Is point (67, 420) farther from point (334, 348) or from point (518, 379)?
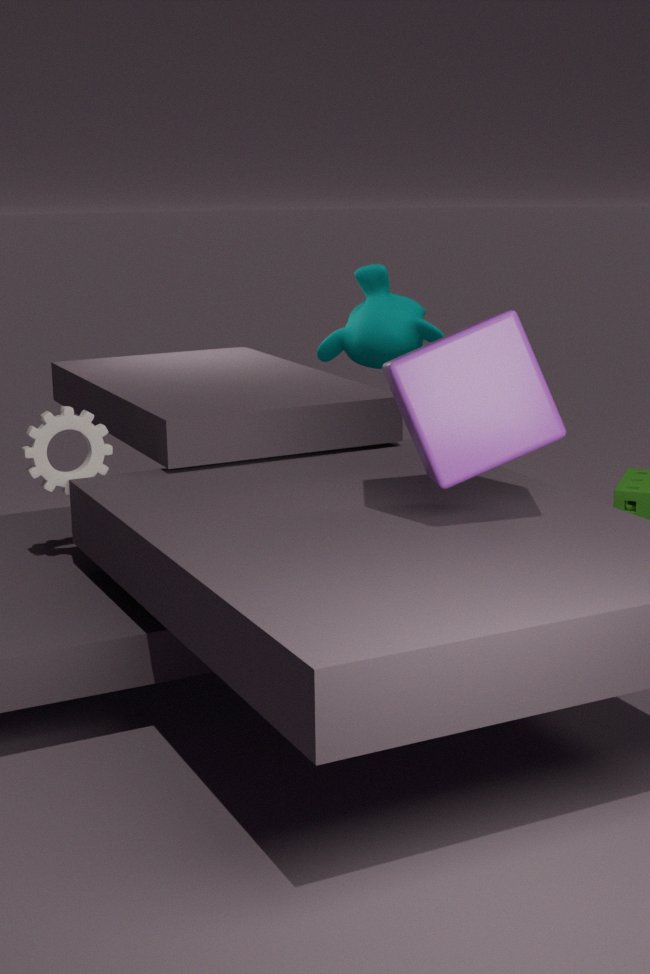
point (334, 348)
